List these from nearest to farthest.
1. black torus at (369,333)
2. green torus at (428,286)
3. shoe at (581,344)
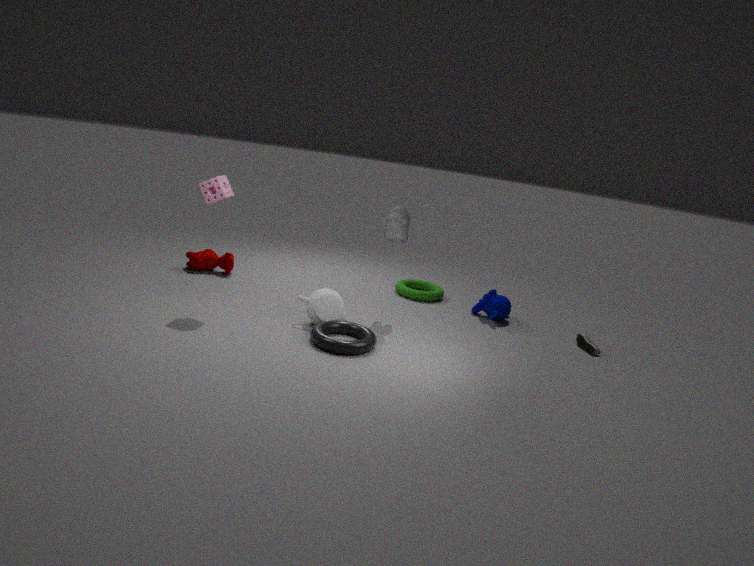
black torus at (369,333) → shoe at (581,344) → green torus at (428,286)
